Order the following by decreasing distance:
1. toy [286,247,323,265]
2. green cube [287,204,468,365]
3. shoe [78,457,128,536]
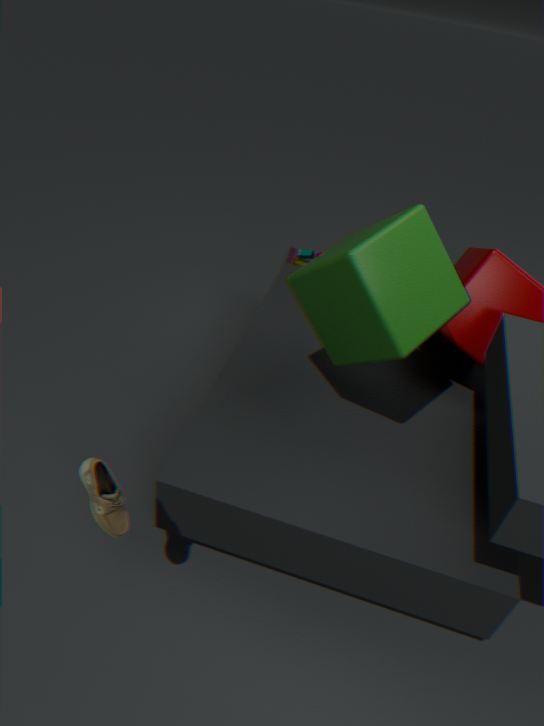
toy [286,247,323,265] → green cube [287,204,468,365] → shoe [78,457,128,536]
